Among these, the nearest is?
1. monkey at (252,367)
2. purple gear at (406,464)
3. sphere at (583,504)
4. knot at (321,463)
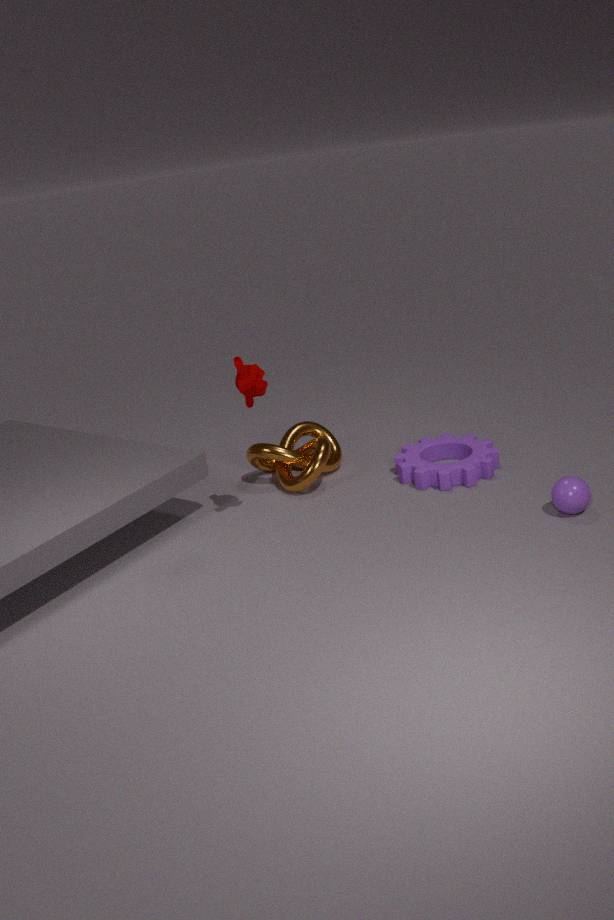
sphere at (583,504)
